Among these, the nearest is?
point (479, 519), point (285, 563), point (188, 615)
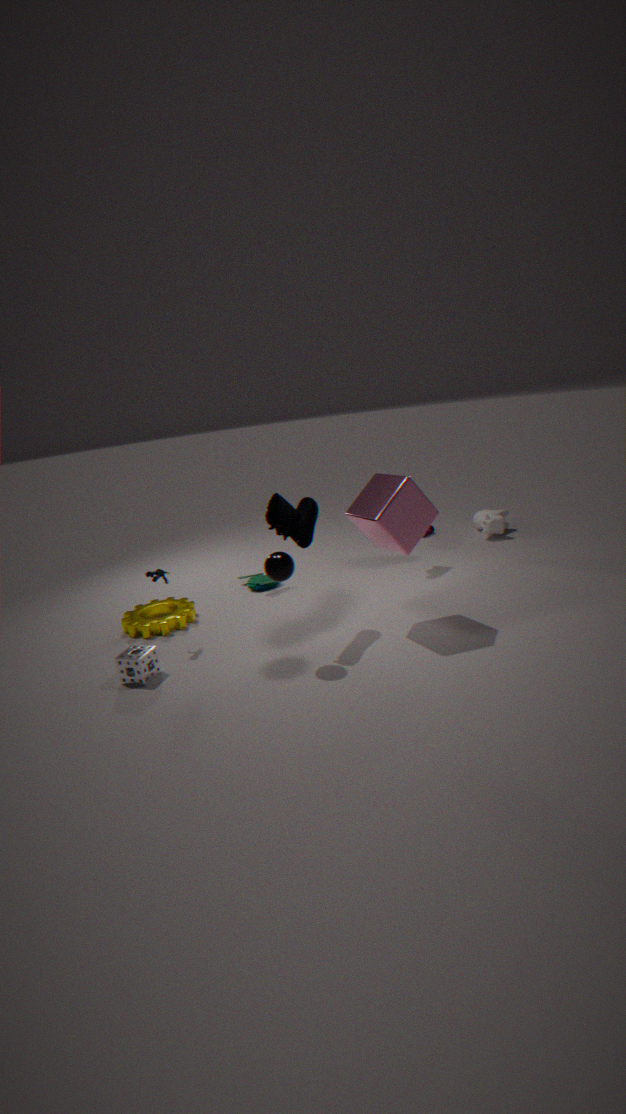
point (285, 563)
